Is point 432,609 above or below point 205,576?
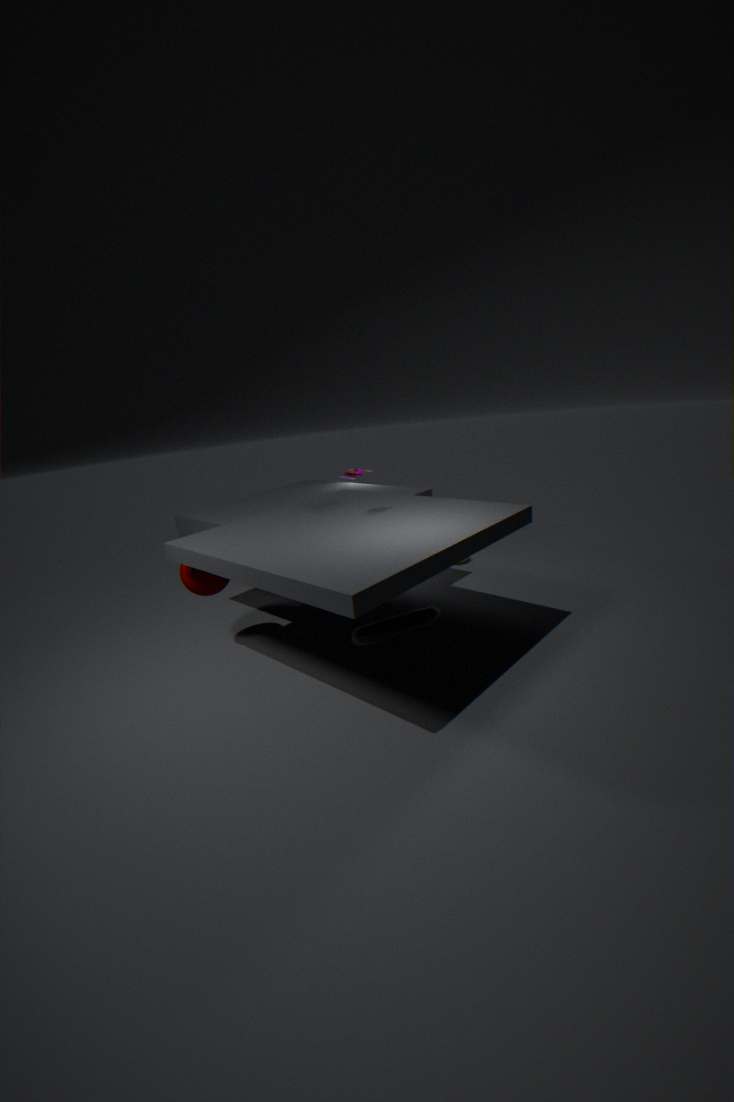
below
